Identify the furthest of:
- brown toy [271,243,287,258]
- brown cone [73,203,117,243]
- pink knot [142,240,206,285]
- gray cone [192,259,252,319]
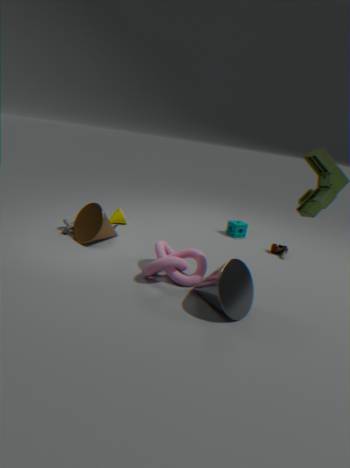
brown toy [271,243,287,258]
